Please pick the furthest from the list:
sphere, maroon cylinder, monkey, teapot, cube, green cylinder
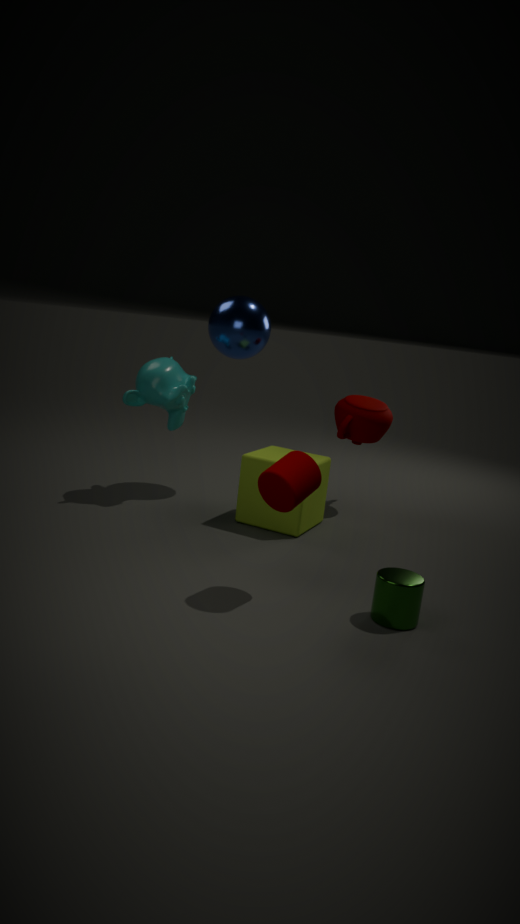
teapot
